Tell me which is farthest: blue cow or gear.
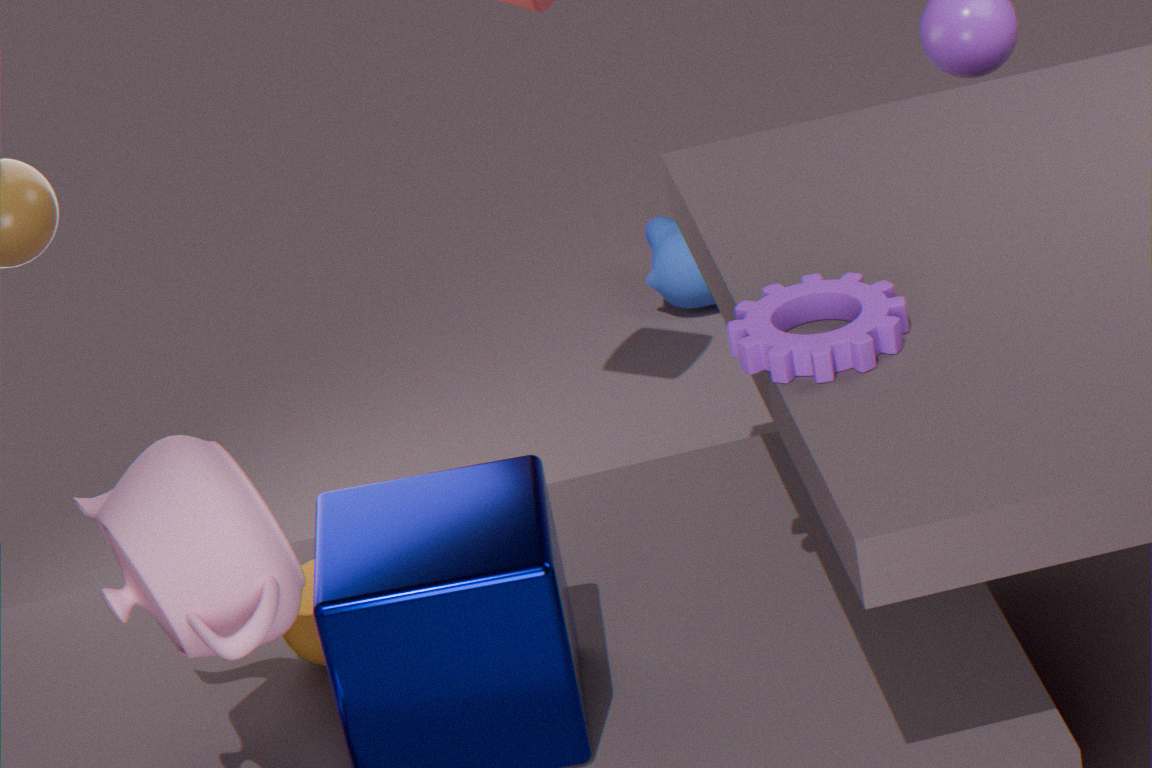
blue cow
